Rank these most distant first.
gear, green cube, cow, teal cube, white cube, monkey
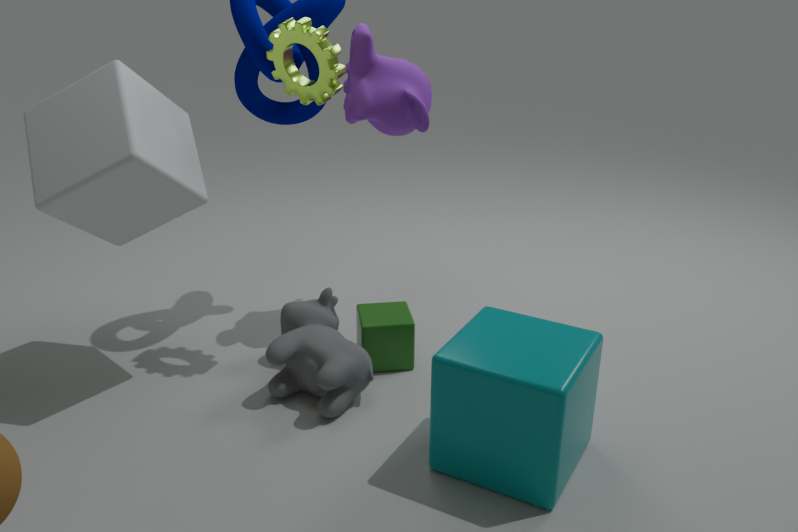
green cube
monkey
gear
cow
white cube
teal cube
